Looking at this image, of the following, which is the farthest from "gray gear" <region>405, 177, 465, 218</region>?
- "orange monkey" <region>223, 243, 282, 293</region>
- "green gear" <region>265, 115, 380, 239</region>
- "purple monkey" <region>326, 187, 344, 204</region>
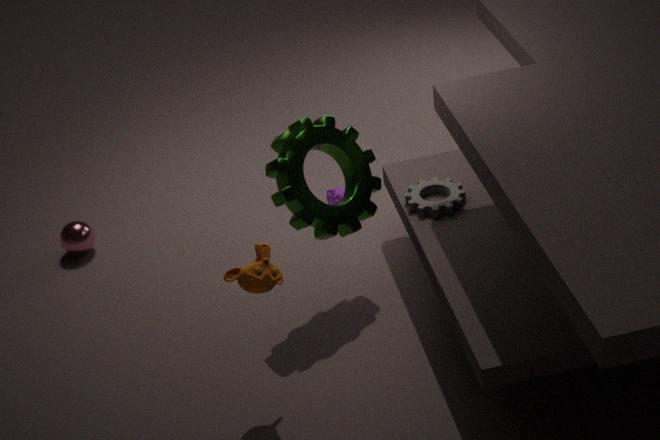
"orange monkey" <region>223, 243, 282, 293</region>
